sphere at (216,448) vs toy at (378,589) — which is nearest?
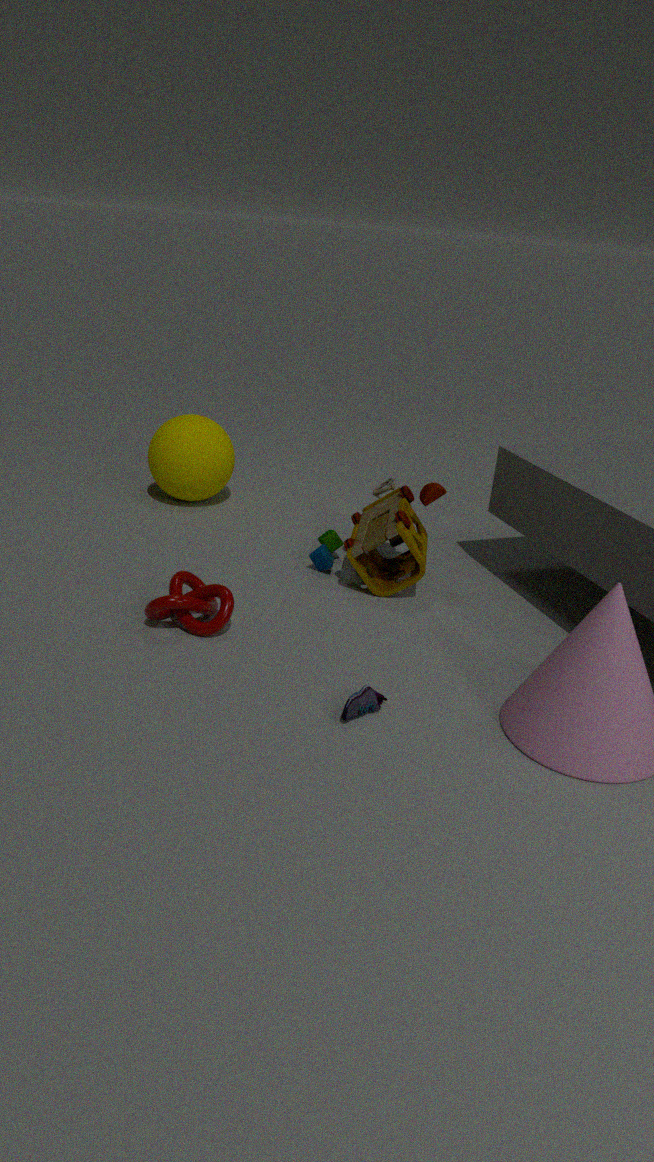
toy at (378,589)
